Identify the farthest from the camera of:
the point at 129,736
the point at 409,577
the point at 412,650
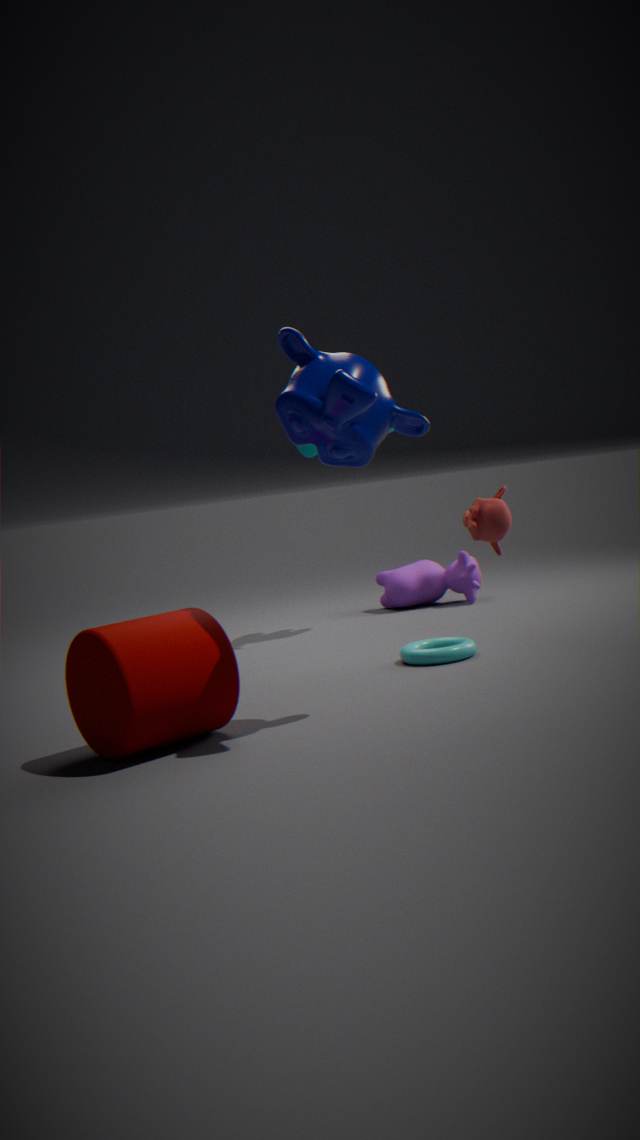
the point at 409,577
